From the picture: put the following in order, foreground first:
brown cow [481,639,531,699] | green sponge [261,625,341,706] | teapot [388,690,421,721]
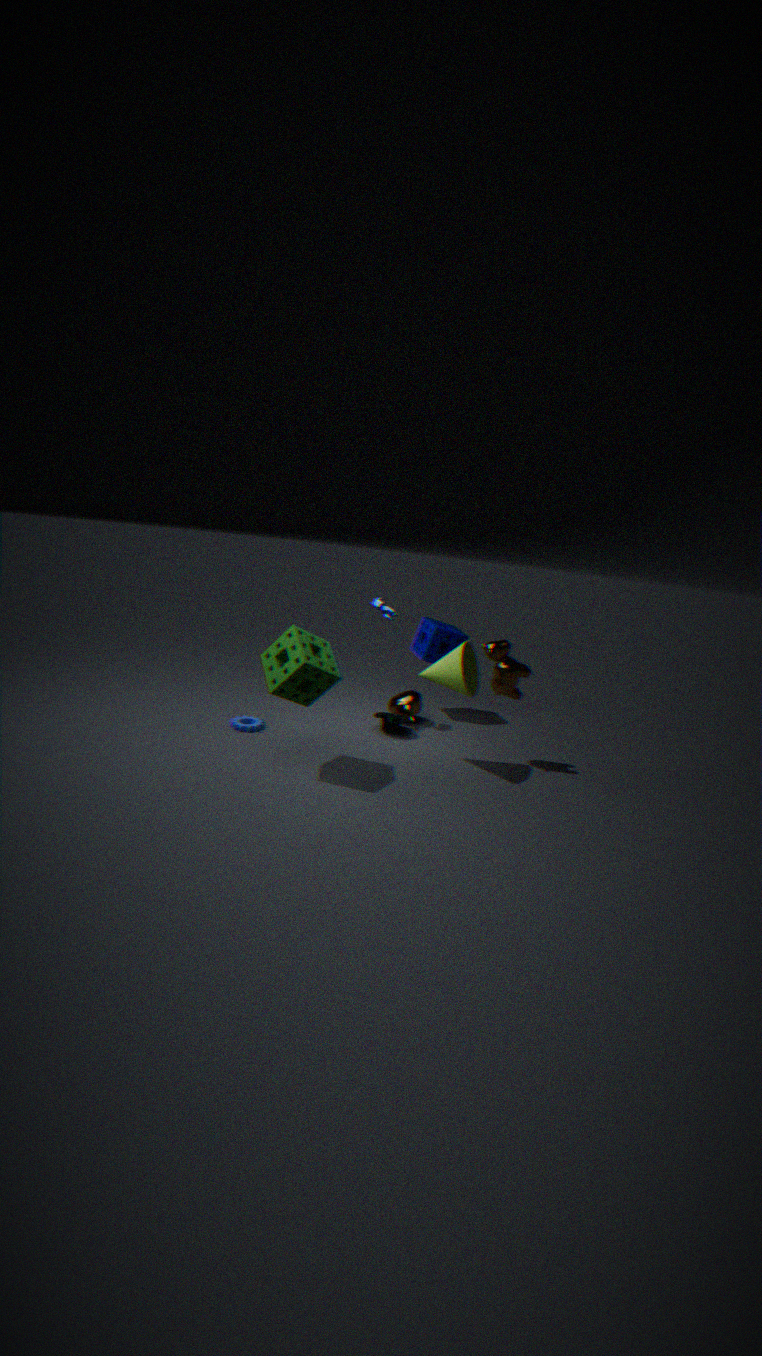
green sponge [261,625,341,706], brown cow [481,639,531,699], teapot [388,690,421,721]
